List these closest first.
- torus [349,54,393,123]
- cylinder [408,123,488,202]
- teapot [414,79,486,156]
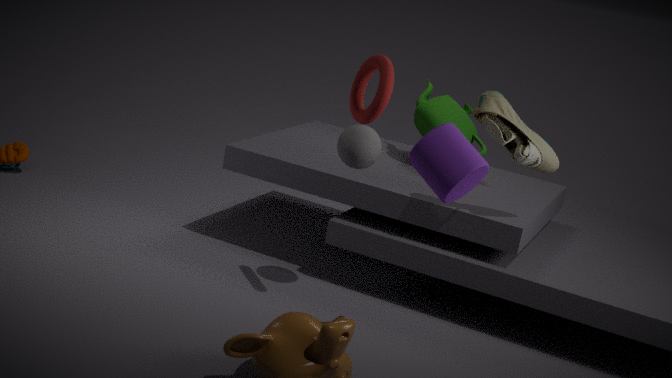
cylinder [408,123,488,202]
torus [349,54,393,123]
teapot [414,79,486,156]
